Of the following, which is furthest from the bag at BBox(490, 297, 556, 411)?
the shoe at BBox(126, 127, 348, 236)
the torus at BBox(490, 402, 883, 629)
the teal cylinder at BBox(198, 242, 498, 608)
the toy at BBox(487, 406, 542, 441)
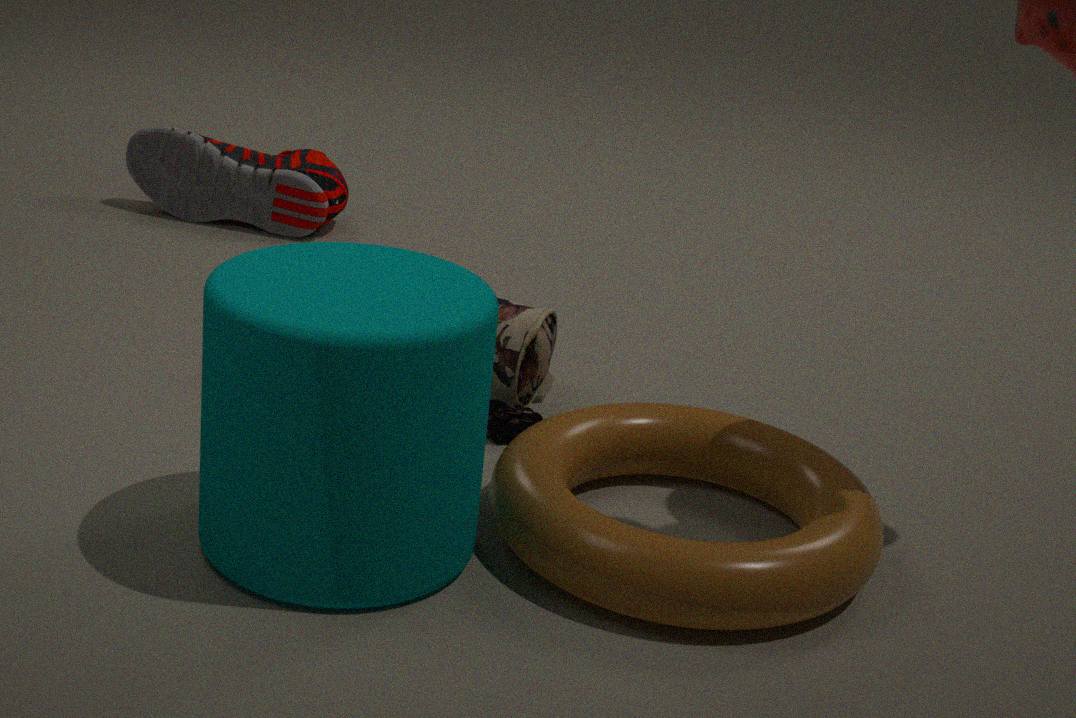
the shoe at BBox(126, 127, 348, 236)
